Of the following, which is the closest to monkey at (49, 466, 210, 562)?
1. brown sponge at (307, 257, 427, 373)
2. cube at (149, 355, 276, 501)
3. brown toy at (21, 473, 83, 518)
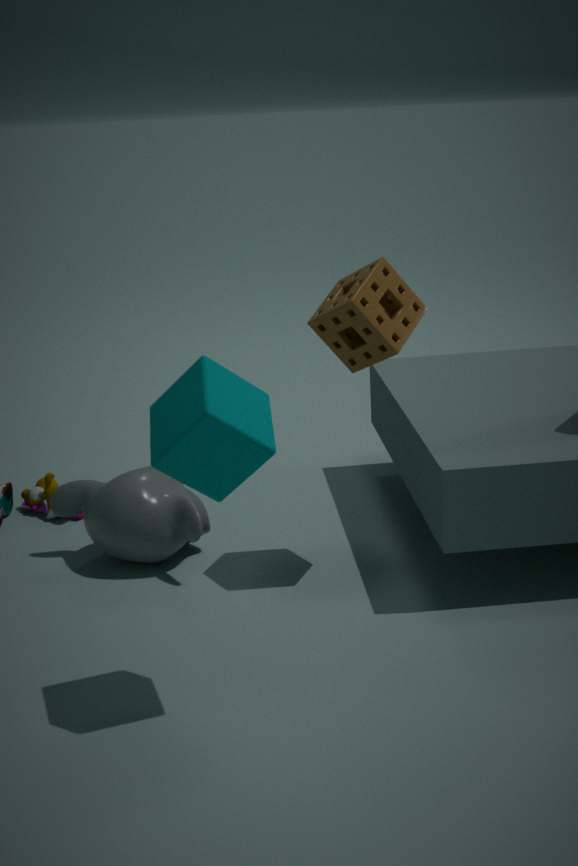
brown toy at (21, 473, 83, 518)
